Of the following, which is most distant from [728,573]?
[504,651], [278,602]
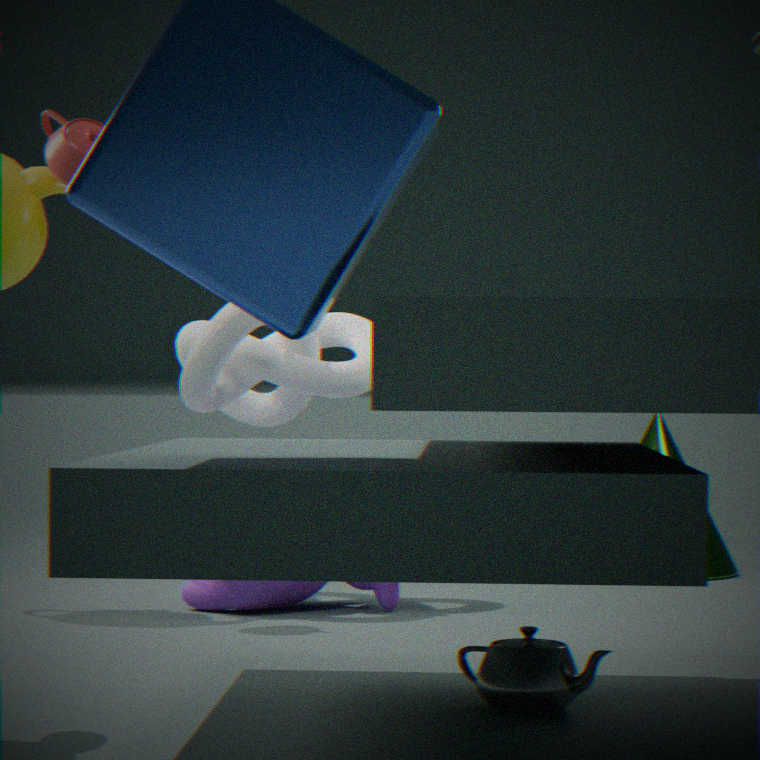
[504,651]
